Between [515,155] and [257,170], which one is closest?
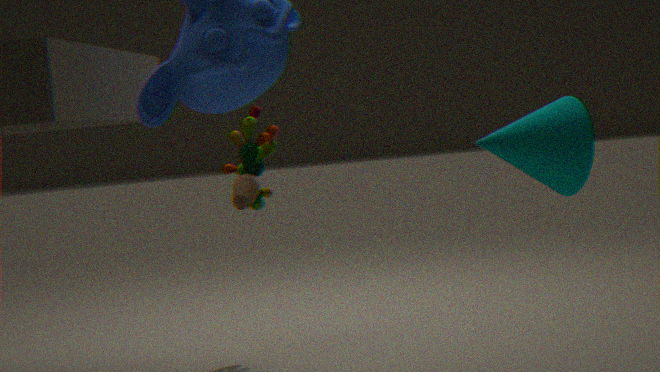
[515,155]
